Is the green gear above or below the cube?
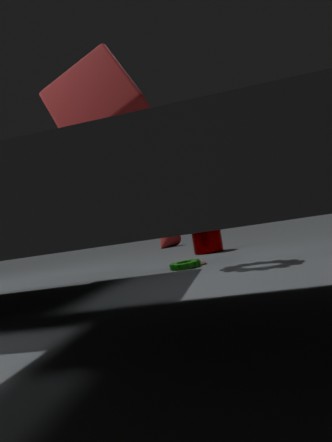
below
